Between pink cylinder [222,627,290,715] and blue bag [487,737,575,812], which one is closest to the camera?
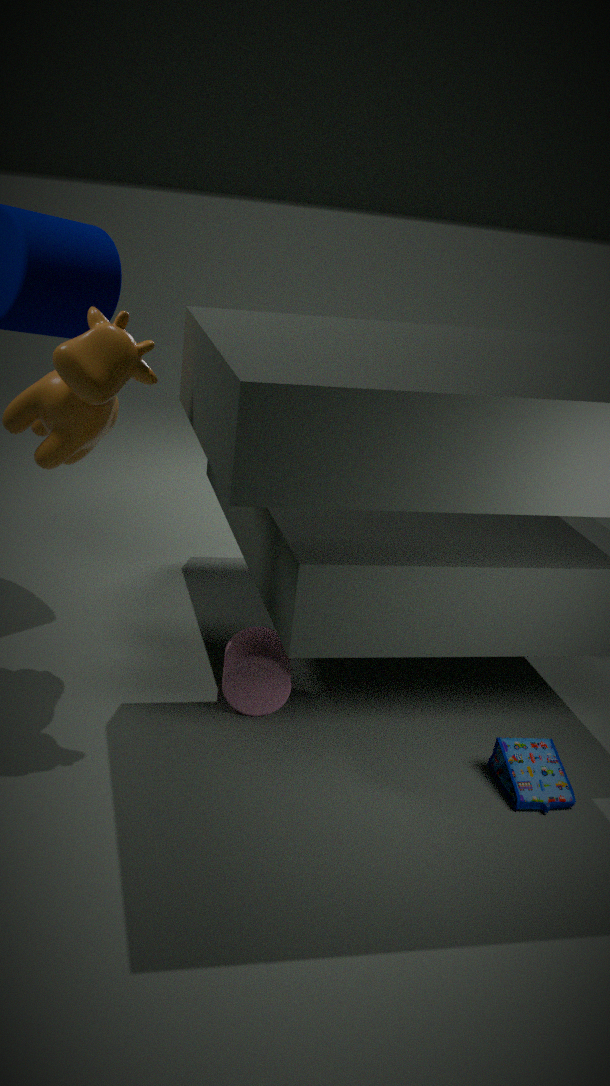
blue bag [487,737,575,812]
